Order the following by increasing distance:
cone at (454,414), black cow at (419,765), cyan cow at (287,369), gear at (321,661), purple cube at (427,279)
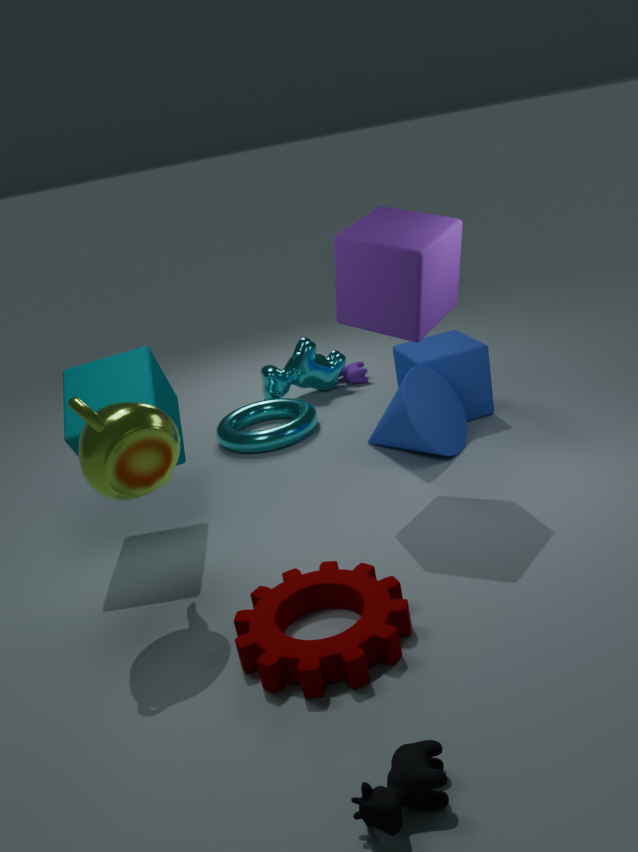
black cow at (419,765) < gear at (321,661) < purple cube at (427,279) < cone at (454,414) < cyan cow at (287,369)
